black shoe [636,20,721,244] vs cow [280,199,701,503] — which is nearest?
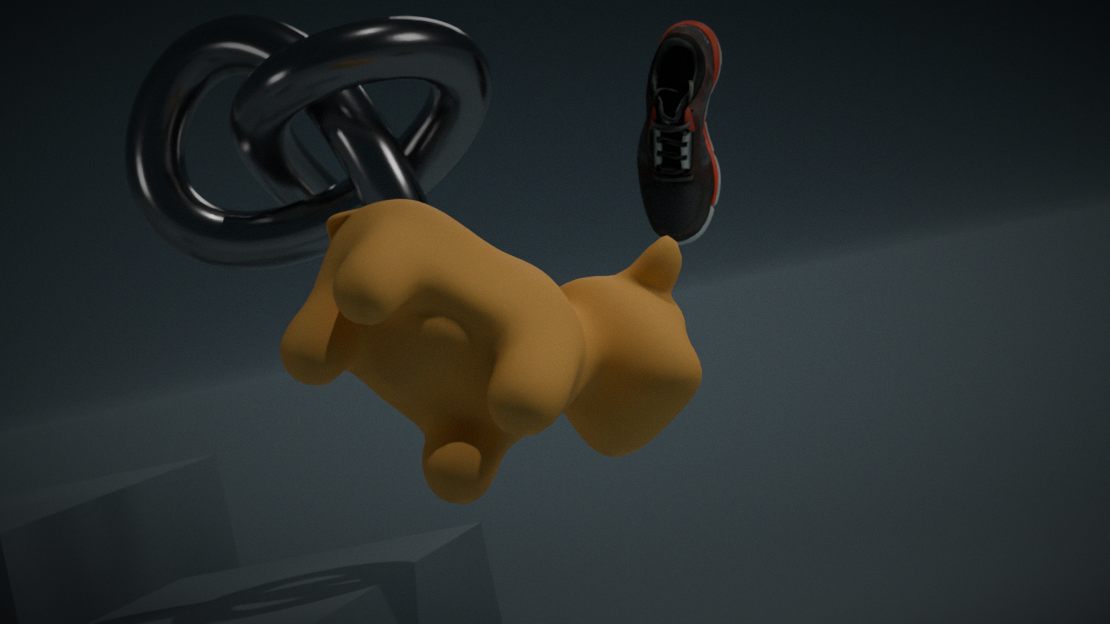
cow [280,199,701,503]
